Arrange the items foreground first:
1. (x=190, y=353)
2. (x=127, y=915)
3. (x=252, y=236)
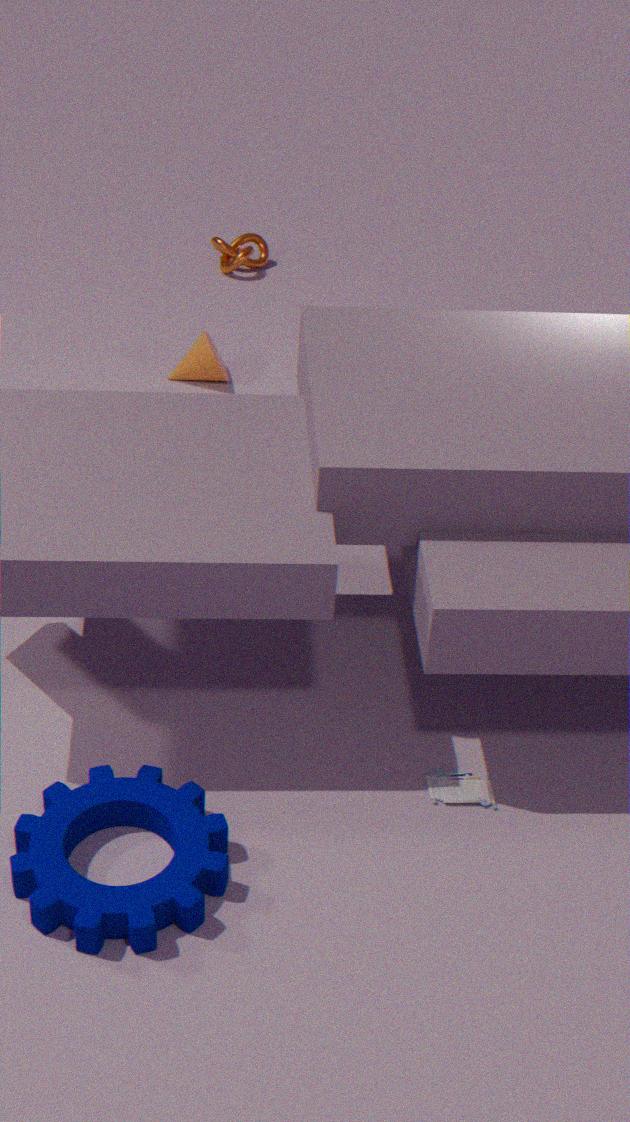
(x=127, y=915)
(x=190, y=353)
(x=252, y=236)
